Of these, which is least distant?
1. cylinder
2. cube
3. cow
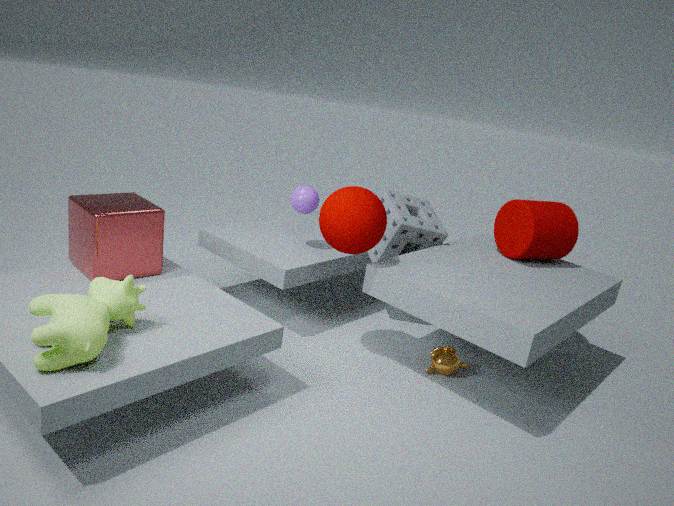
cow
